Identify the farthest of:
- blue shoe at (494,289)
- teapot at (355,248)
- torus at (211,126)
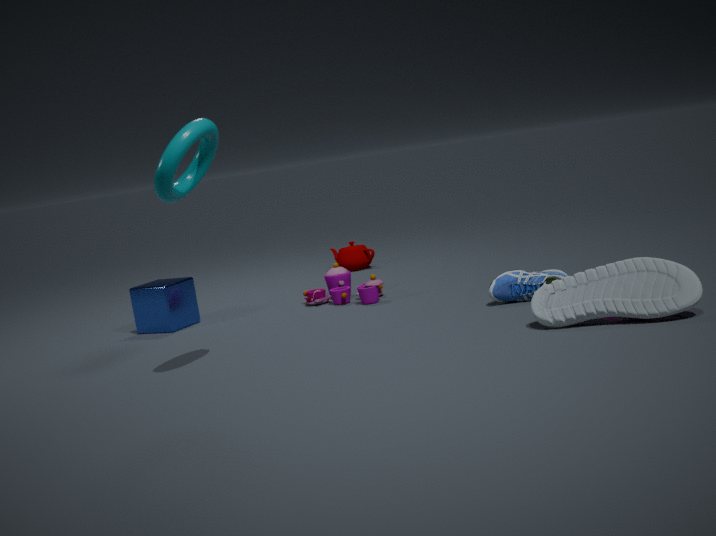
teapot at (355,248)
